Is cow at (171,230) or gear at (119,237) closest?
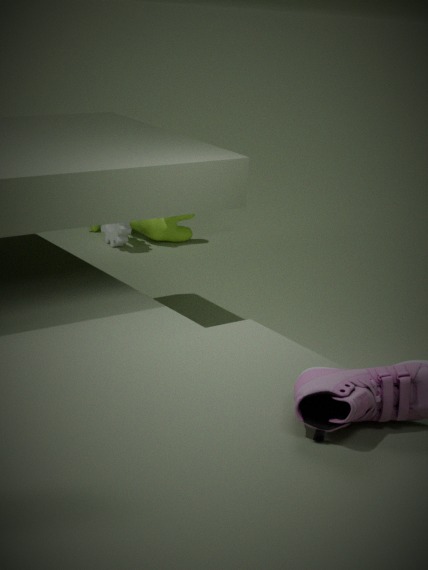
gear at (119,237)
